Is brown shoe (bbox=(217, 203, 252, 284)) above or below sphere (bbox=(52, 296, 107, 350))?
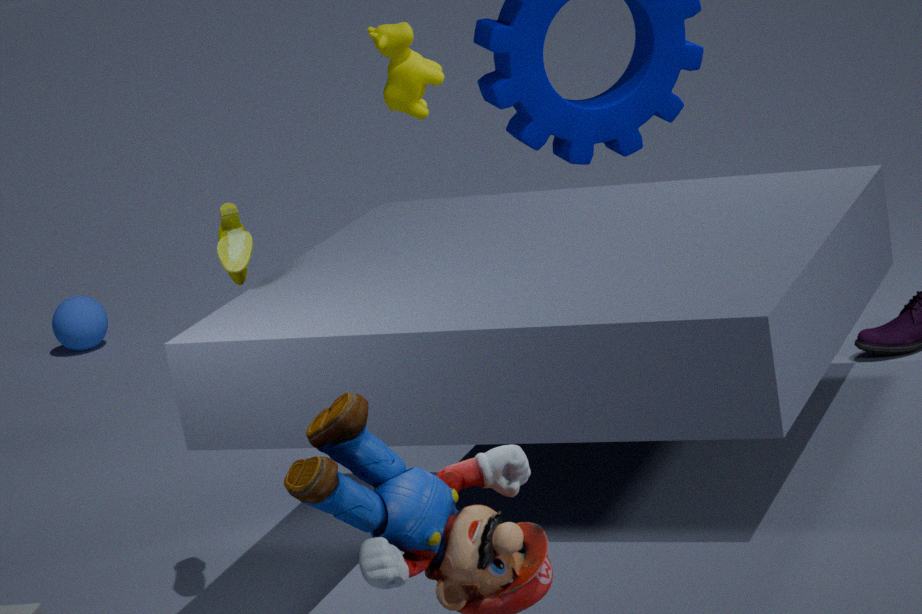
above
